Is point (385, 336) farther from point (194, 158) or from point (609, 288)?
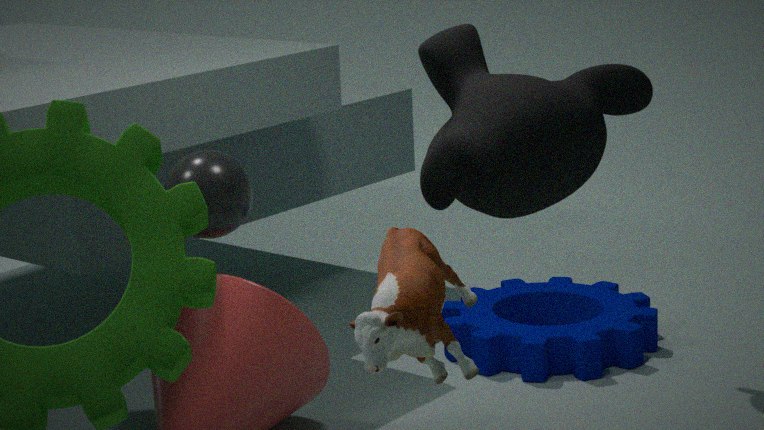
point (609, 288)
